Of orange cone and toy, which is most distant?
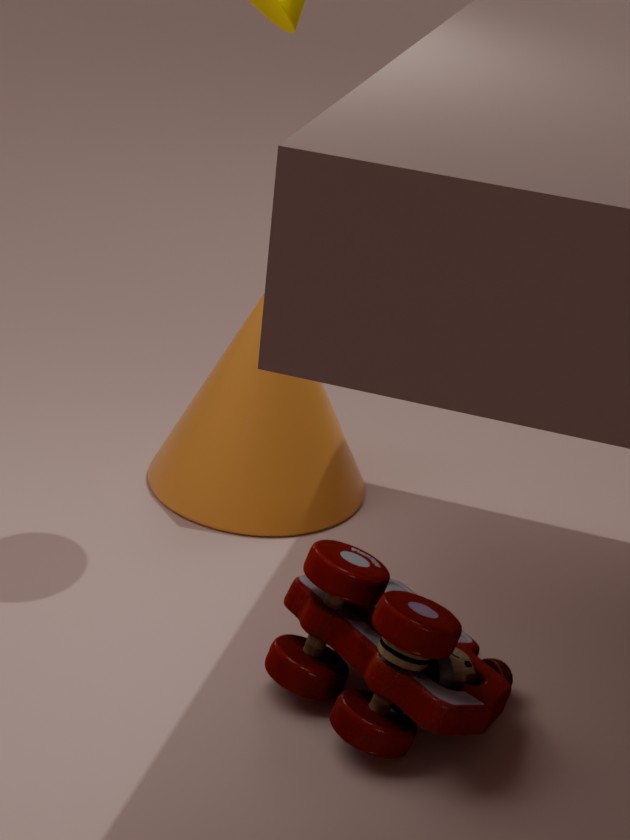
→ orange cone
